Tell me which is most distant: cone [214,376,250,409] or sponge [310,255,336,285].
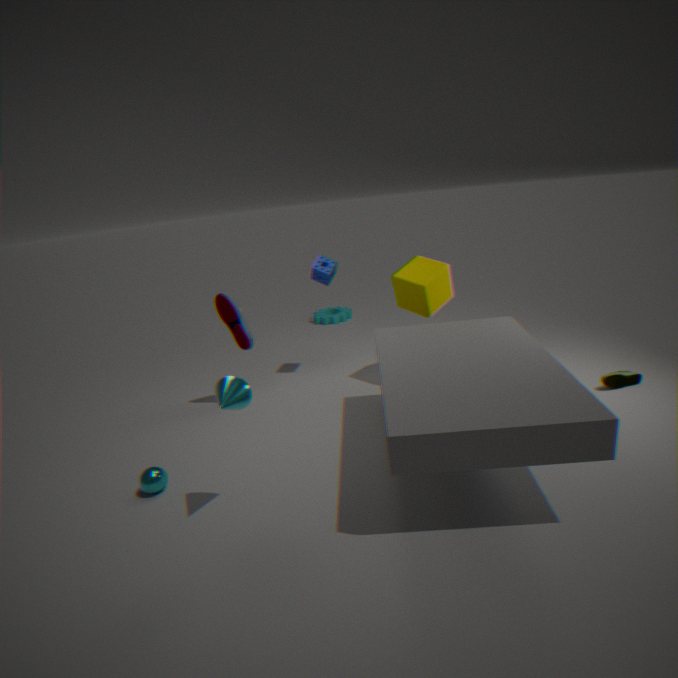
sponge [310,255,336,285]
